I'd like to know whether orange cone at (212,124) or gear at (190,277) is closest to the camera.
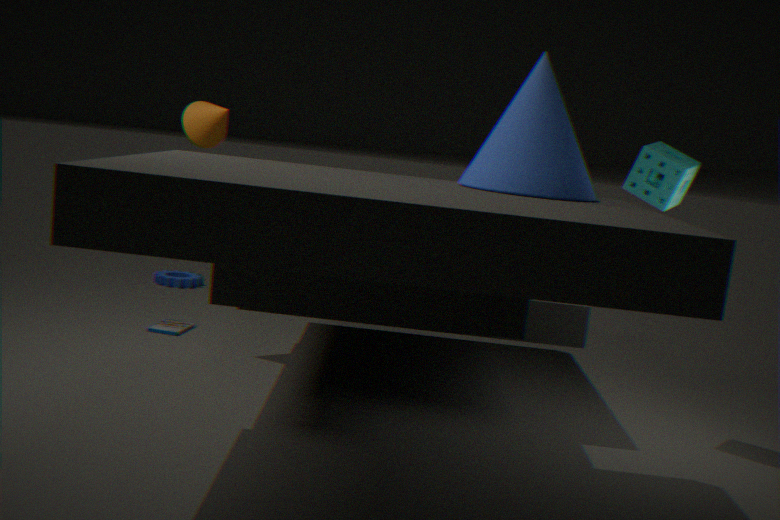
orange cone at (212,124)
